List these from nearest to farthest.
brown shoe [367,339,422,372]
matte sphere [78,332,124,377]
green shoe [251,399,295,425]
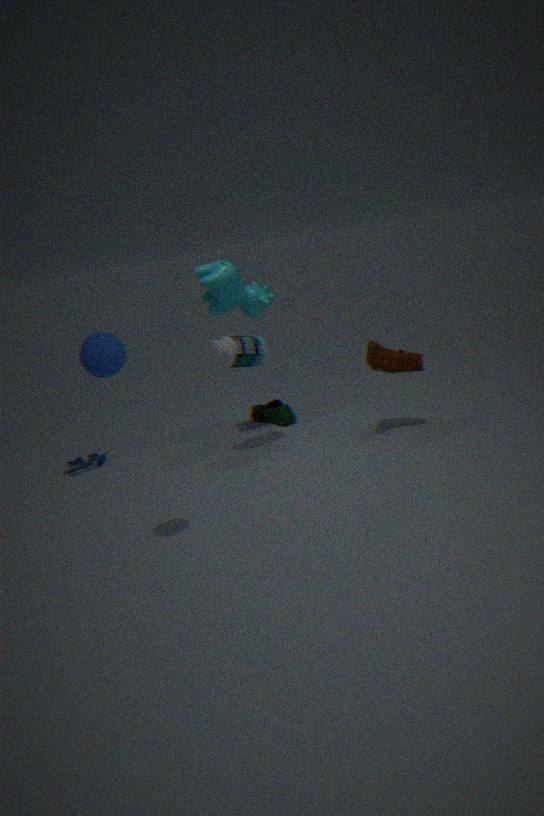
matte sphere [78,332,124,377], brown shoe [367,339,422,372], green shoe [251,399,295,425]
